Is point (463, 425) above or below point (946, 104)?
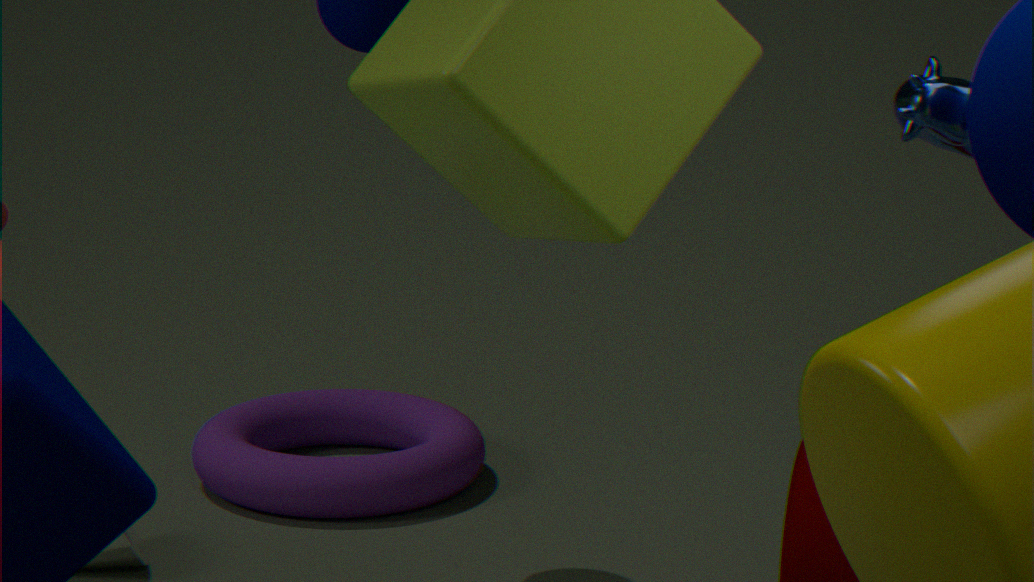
below
